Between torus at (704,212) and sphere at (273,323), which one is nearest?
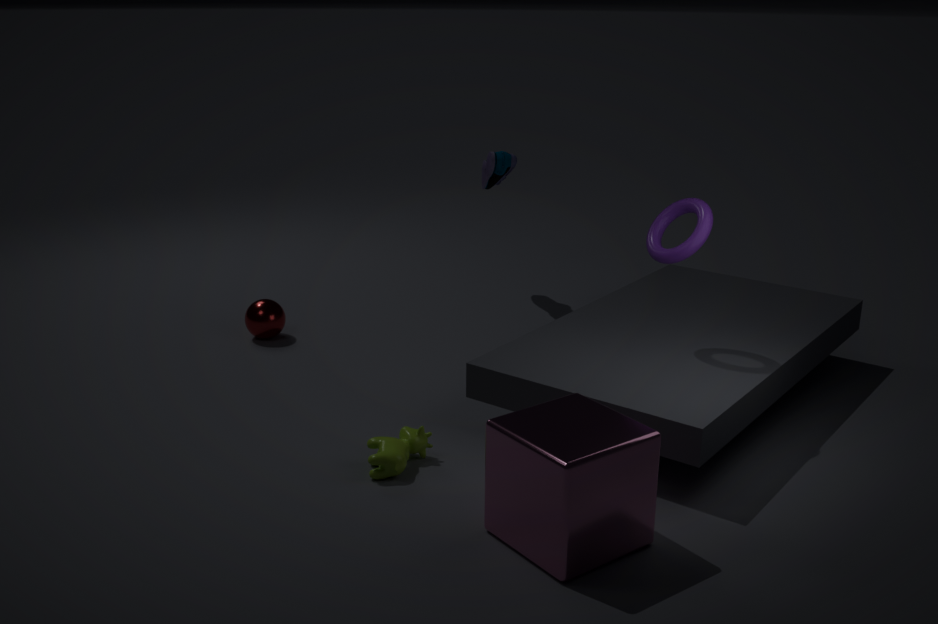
torus at (704,212)
